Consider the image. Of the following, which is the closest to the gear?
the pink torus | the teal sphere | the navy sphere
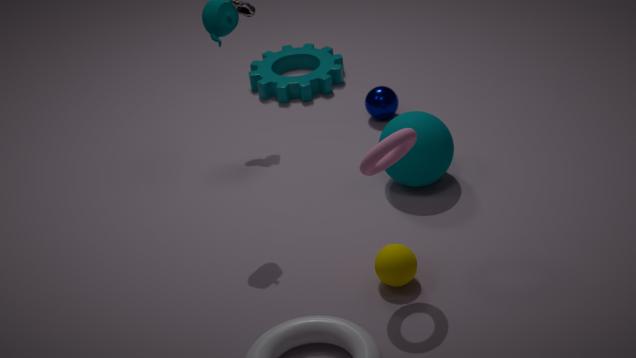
the navy sphere
